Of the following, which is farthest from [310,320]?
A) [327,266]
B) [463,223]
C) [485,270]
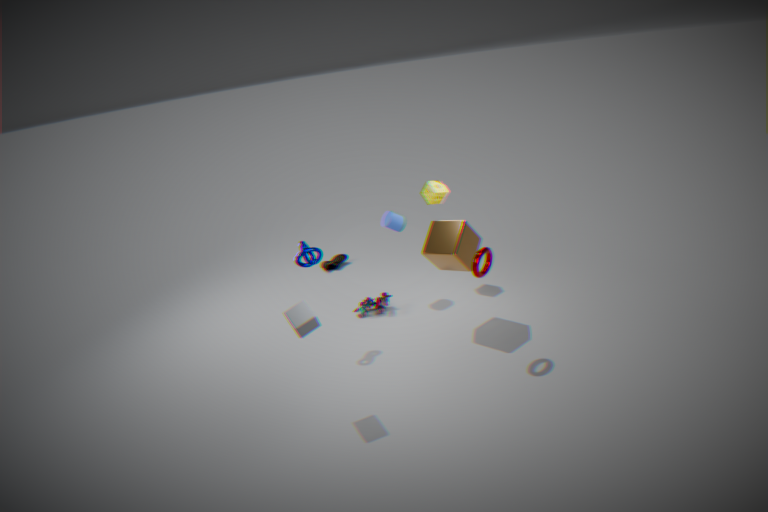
[327,266]
